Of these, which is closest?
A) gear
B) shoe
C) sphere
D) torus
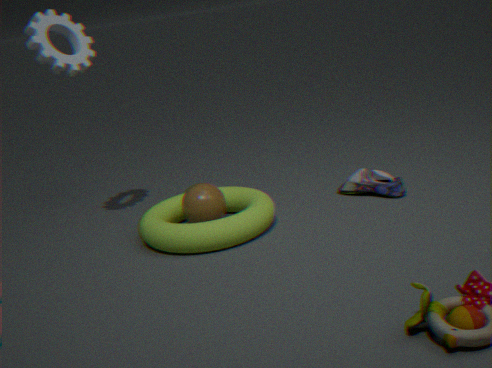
torus
